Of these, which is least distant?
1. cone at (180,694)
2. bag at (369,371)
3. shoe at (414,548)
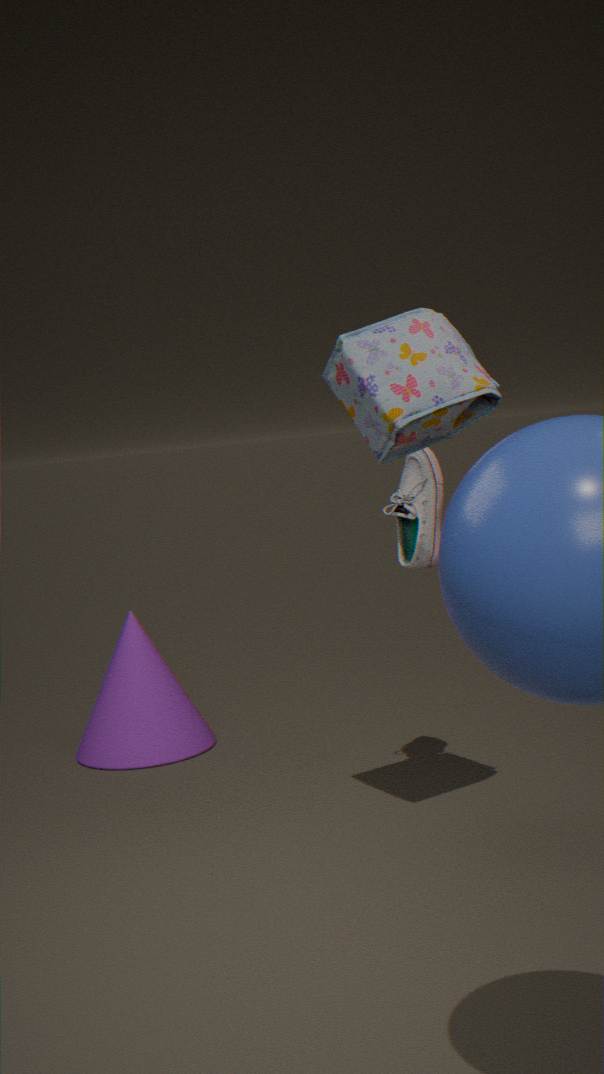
bag at (369,371)
